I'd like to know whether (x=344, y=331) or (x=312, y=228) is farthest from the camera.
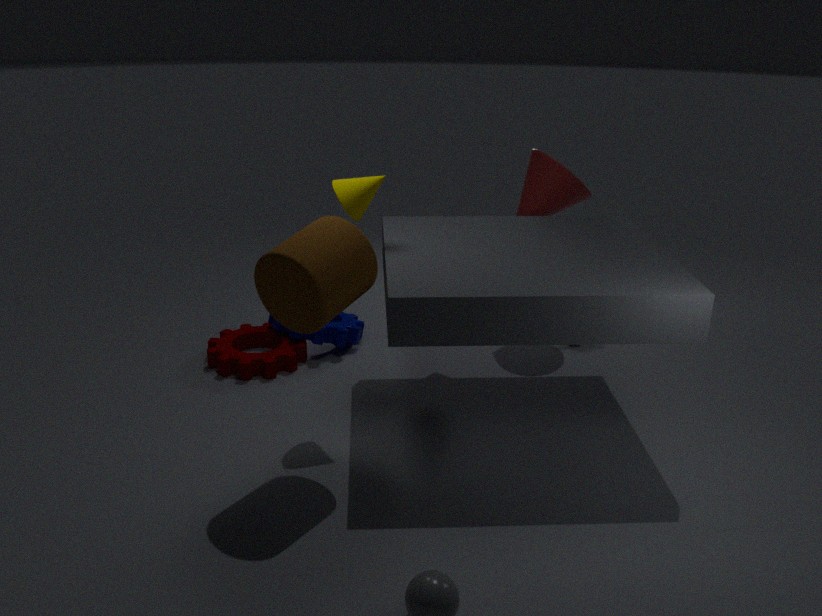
(x=344, y=331)
